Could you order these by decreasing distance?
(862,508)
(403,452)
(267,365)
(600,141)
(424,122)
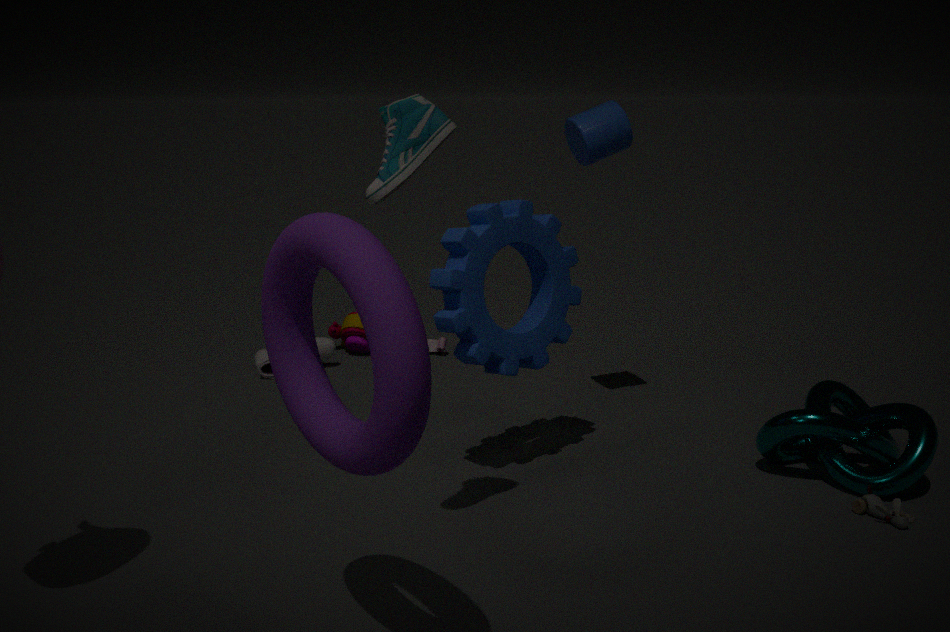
(267,365) < (600,141) < (862,508) < (424,122) < (403,452)
